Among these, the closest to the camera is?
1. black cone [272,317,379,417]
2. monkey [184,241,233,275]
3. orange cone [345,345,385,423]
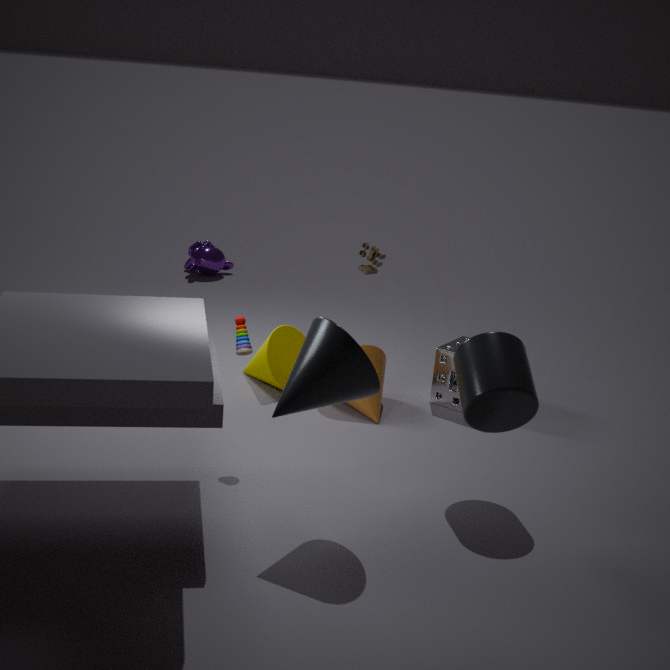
black cone [272,317,379,417]
